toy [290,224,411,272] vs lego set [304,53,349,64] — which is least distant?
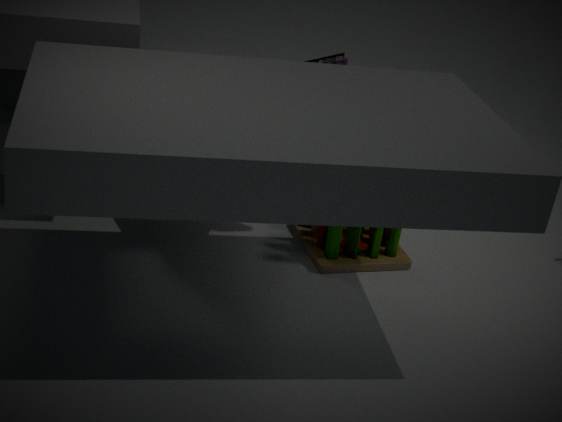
lego set [304,53,349,64]
